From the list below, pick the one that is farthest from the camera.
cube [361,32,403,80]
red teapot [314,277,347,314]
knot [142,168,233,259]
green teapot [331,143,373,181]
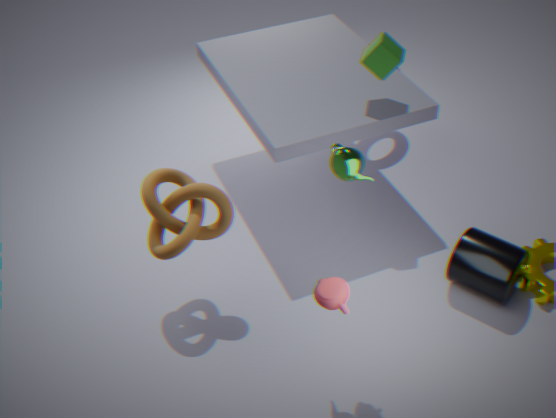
cube [361,32,403,80]
